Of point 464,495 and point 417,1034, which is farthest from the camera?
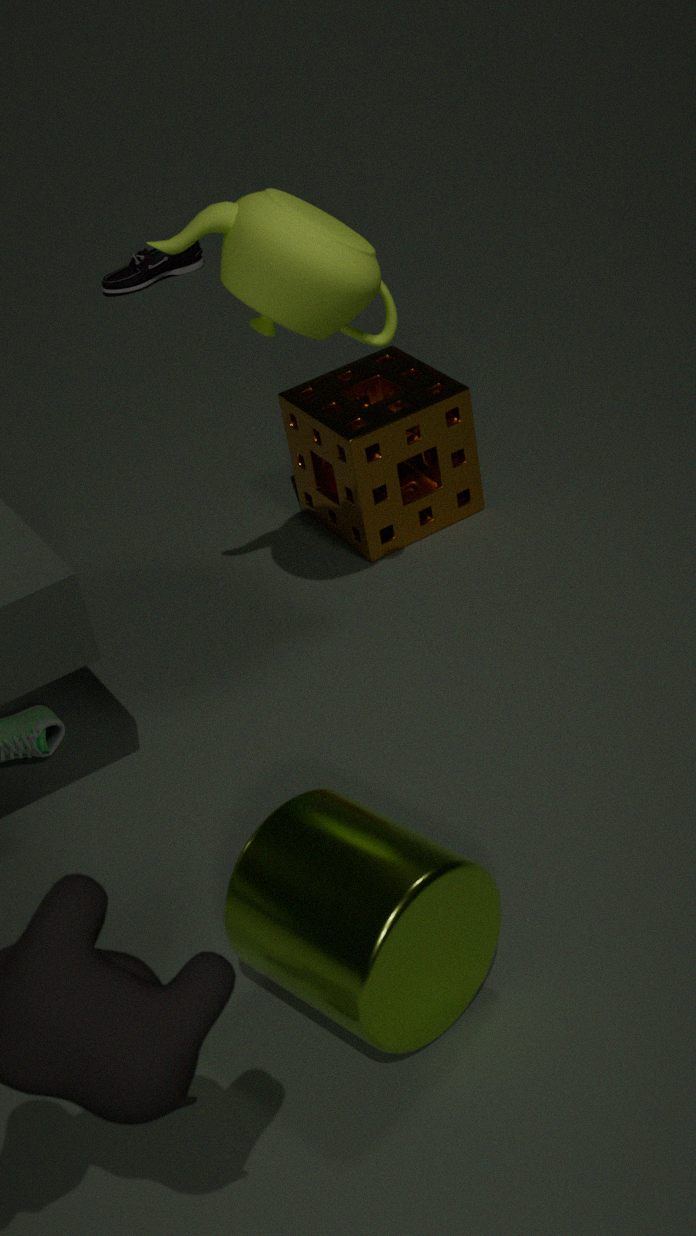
point 464,495
